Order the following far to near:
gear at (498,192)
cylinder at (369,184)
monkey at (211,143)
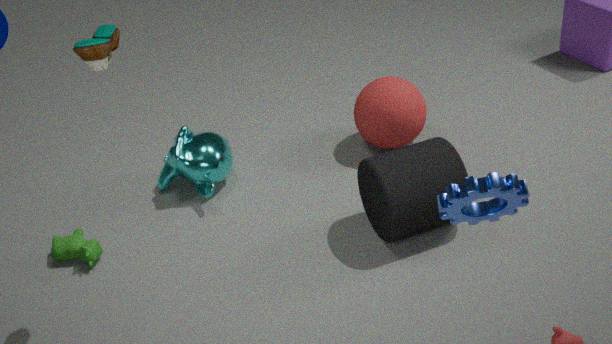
monkey at (211,143) → cylinder at (369,184) → gear at (498,192)
